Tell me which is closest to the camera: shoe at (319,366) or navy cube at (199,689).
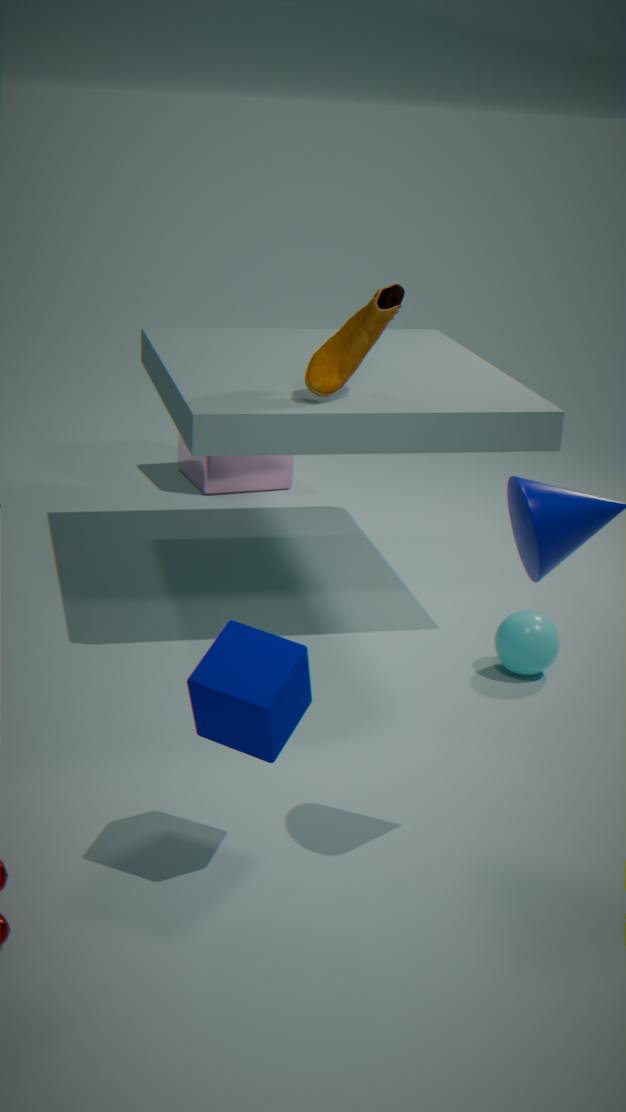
navy cube at (199,689)
